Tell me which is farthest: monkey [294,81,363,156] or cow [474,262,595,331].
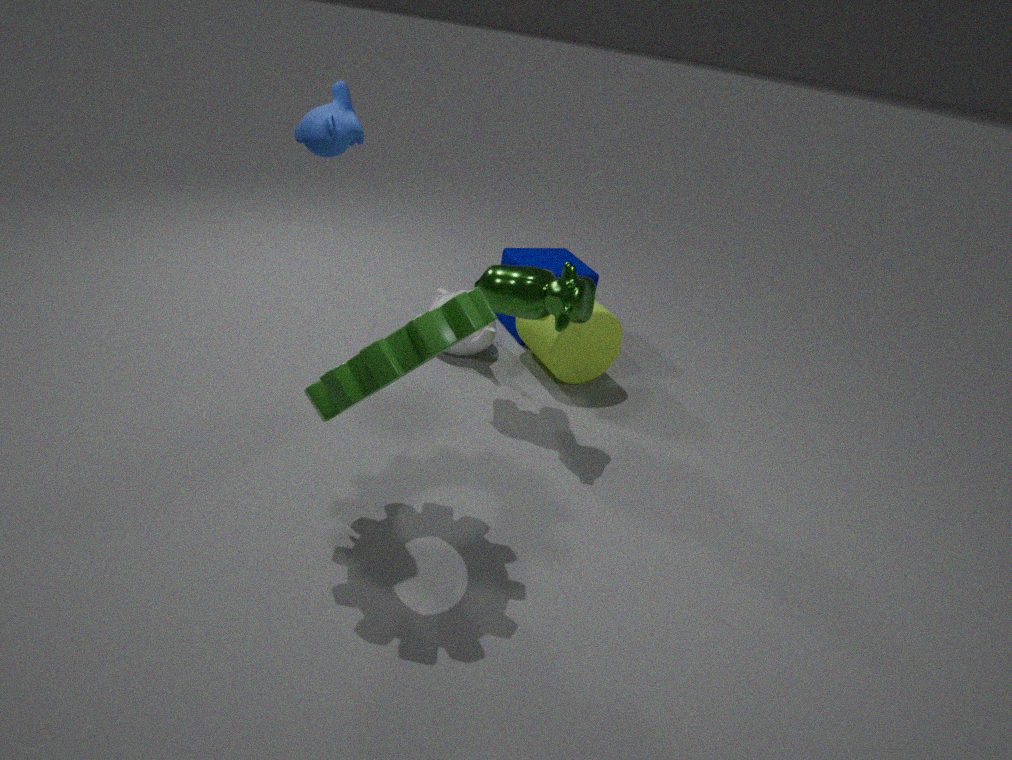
cow [474,262,595,331]
